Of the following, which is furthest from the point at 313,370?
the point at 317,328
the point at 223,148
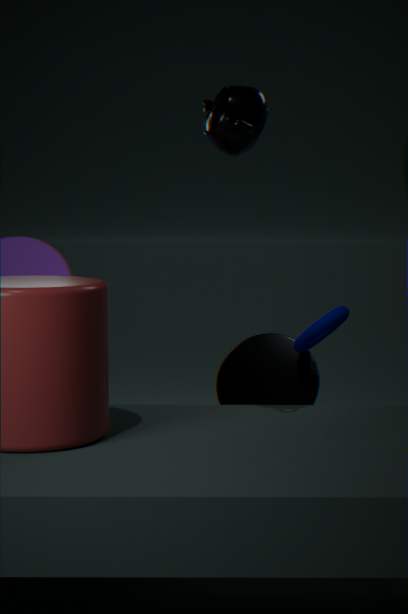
the point at 223,148
